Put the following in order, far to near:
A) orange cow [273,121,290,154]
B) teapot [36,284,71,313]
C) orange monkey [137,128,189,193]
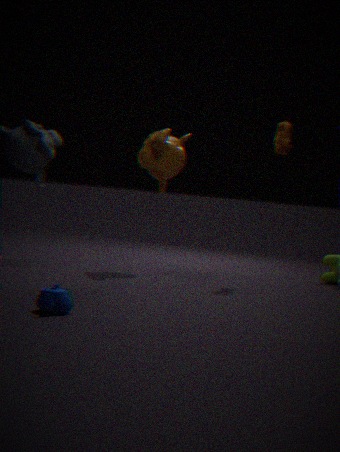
orange monkey [137,128,189,193]
orange cow [273,121,290,154]
teapot [36,284,71,313]
